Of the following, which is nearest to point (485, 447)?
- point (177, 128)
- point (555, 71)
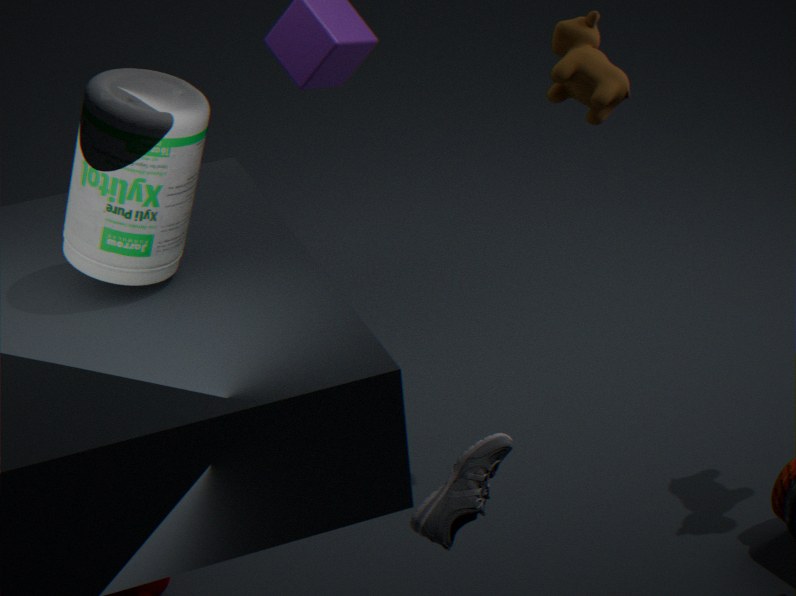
point (177, 128)
